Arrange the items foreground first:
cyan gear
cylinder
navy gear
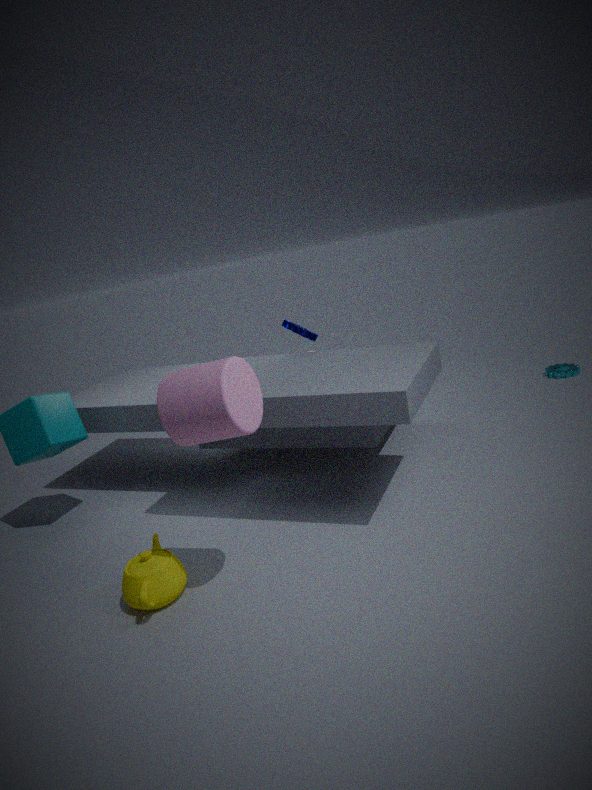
cylinder, navy gear, cyan gear
